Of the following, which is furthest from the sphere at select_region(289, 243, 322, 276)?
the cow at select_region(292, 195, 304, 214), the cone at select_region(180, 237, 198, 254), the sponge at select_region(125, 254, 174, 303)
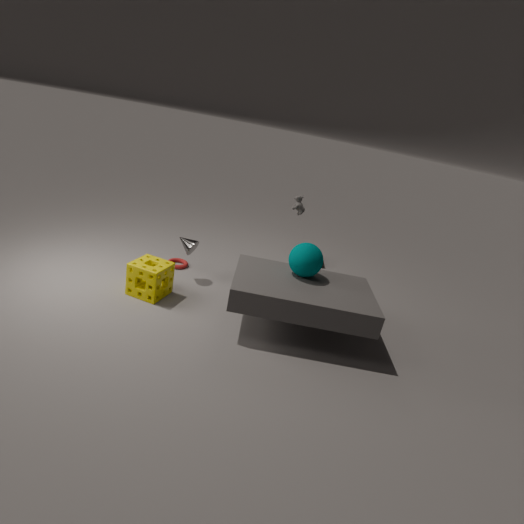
the sponge at select_region(125, 254, 174, 303)
